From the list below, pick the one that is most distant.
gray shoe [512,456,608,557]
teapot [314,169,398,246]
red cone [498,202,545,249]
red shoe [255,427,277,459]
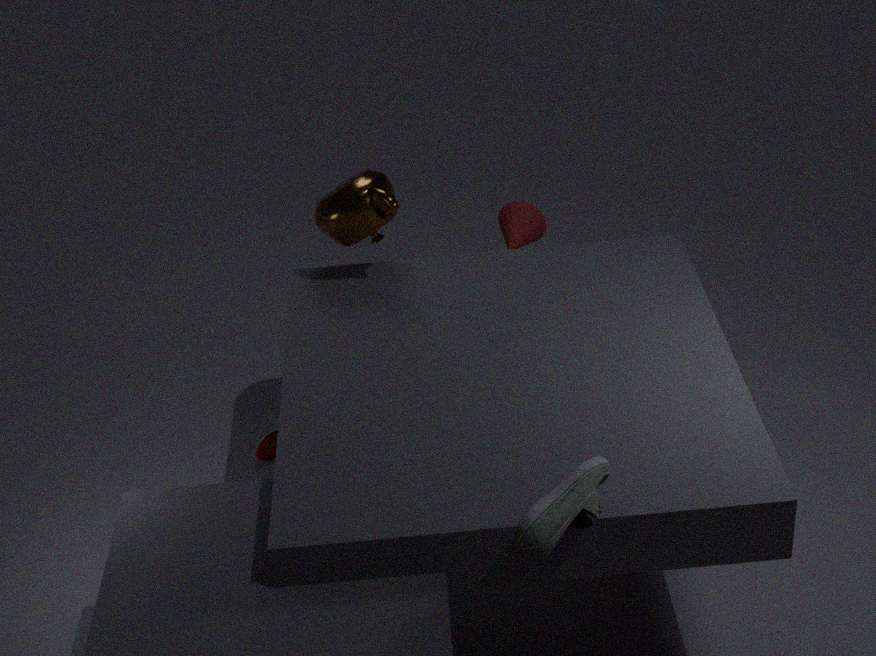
red cone [498,202,545,249]
